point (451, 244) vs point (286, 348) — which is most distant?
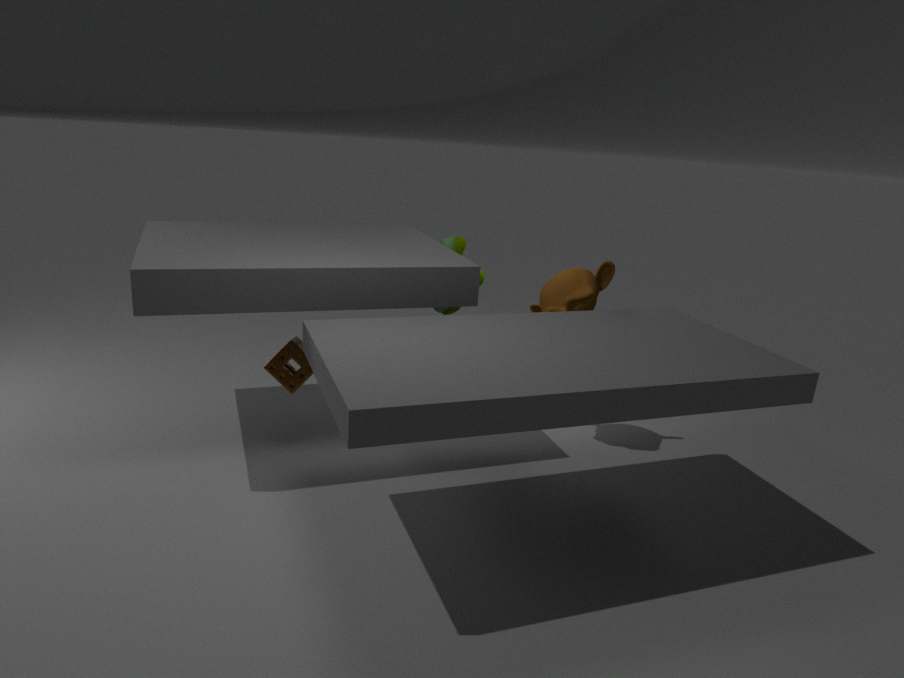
point (451, 244)
